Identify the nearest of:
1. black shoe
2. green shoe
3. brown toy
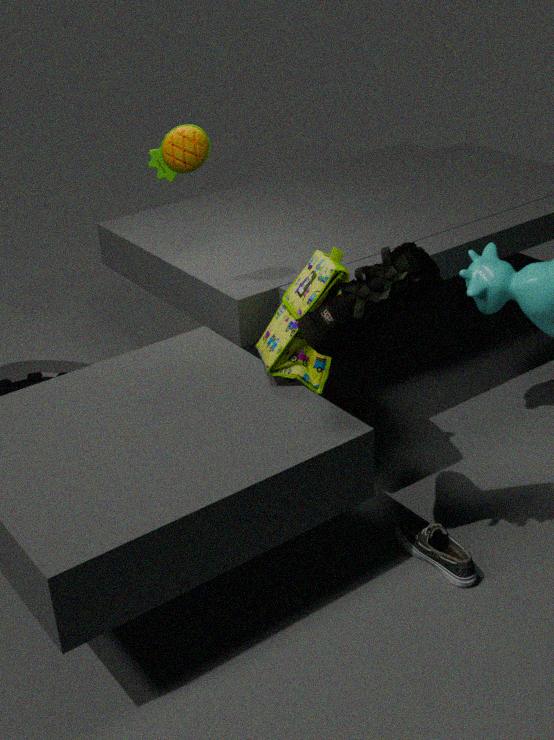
green shoe
